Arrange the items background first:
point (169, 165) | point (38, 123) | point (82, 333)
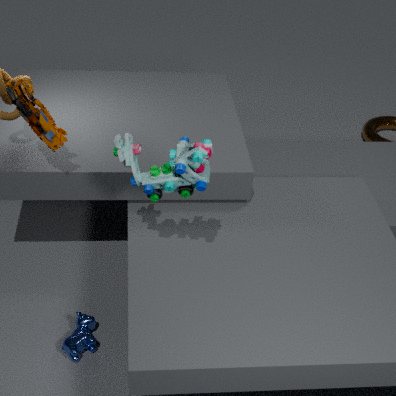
point (82, 333) → point (38, 123) → point (169, 165)
